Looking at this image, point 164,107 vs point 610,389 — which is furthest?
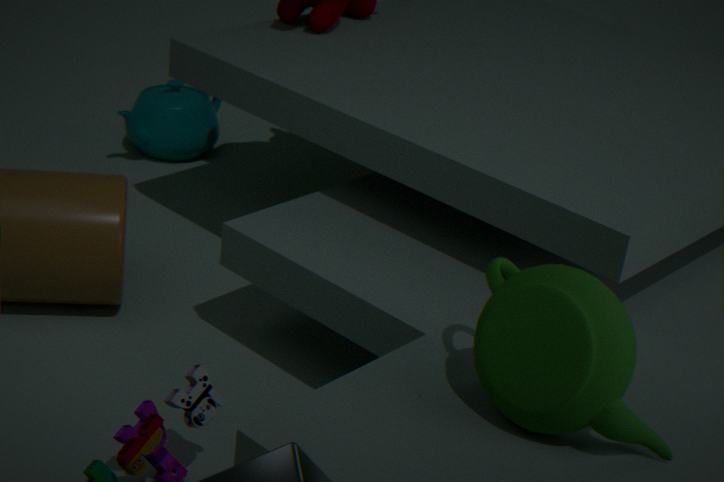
point 164,107
